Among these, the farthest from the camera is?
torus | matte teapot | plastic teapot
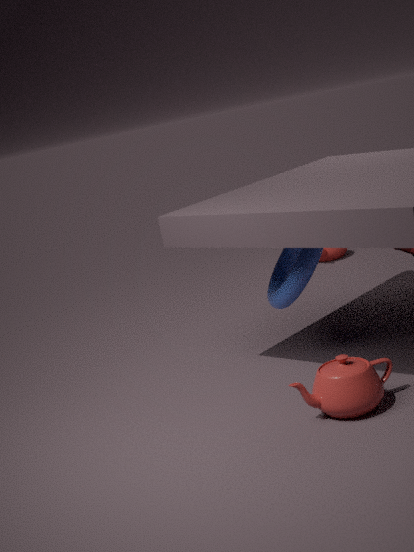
matte teapot
